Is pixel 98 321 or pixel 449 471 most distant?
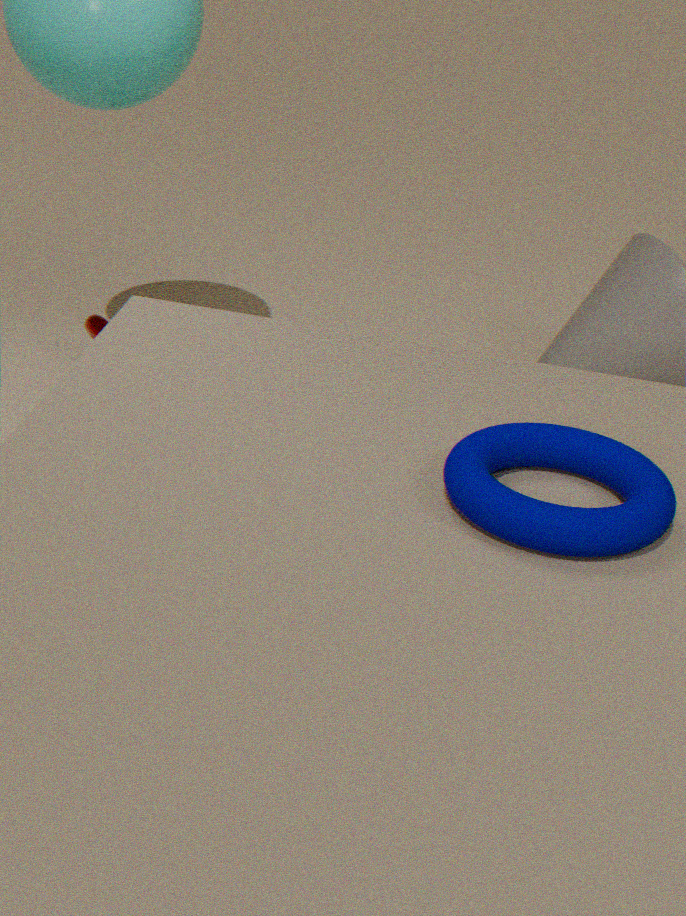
pixel 98 321
